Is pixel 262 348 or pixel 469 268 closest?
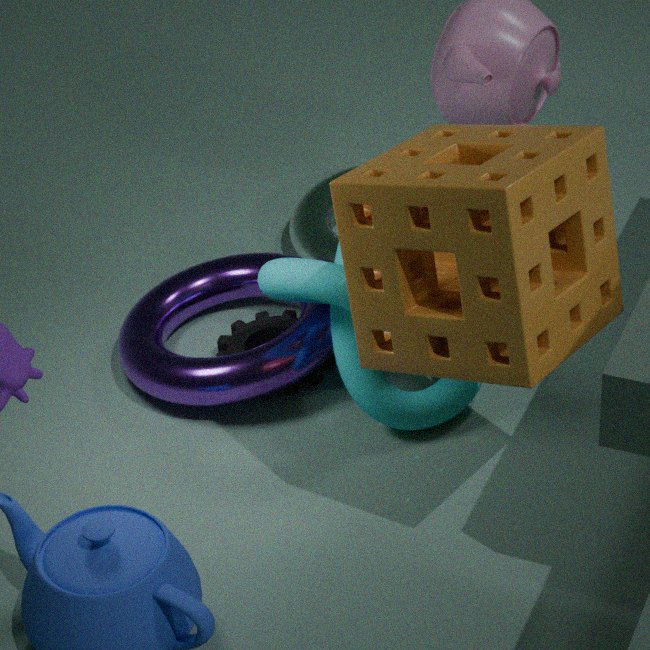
pixel 469 268
